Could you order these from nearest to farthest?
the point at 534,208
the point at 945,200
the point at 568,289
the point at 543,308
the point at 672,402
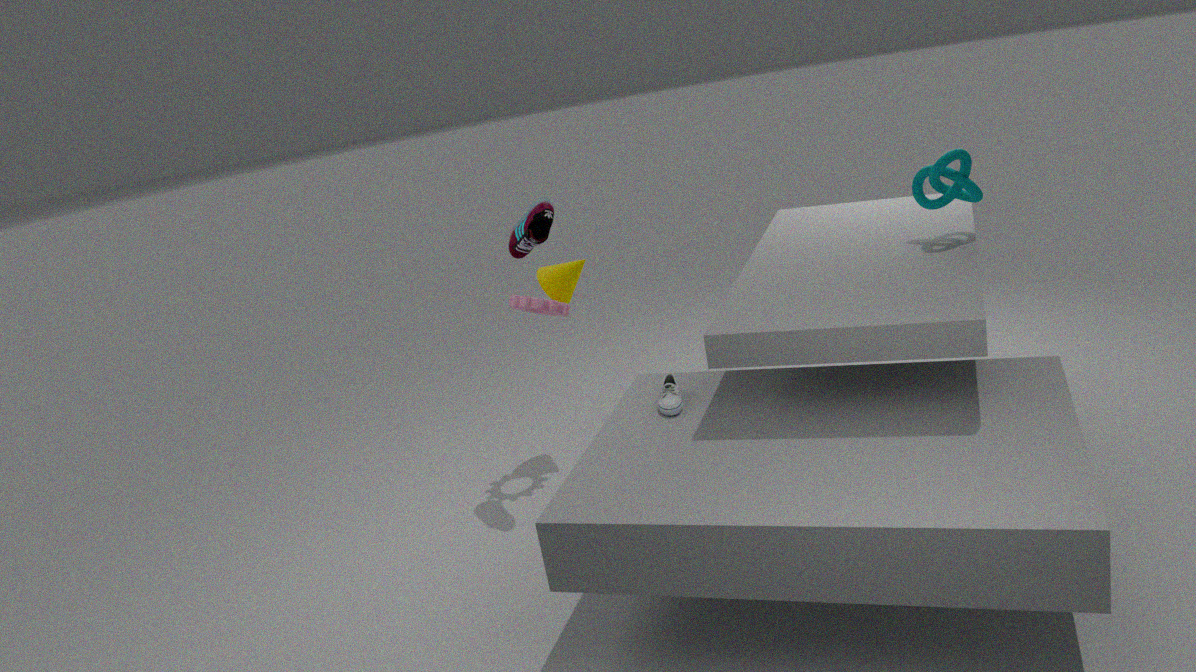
the point at 672,402 < the point at 945,200 < the point at 534,208 < the point at 543,308 < the point at 568,289
